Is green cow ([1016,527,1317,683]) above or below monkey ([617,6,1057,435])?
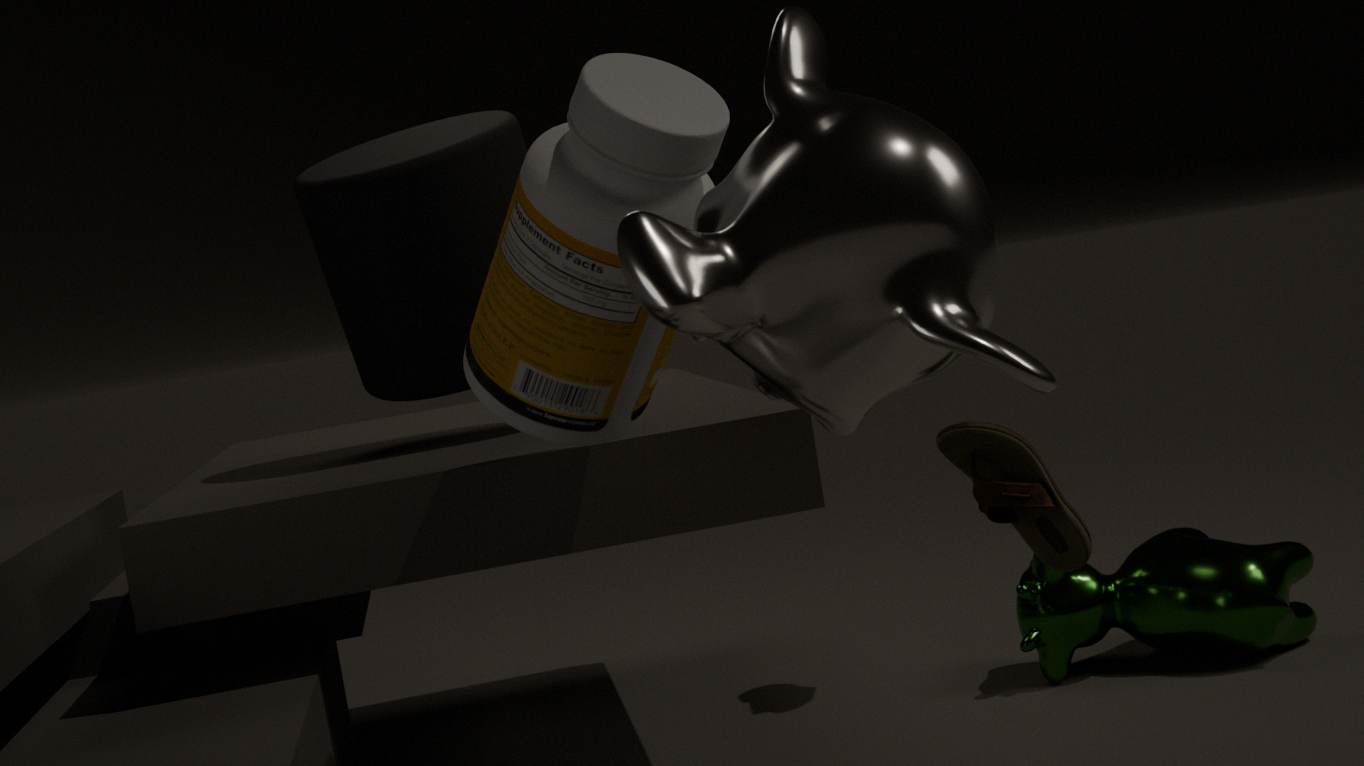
below
